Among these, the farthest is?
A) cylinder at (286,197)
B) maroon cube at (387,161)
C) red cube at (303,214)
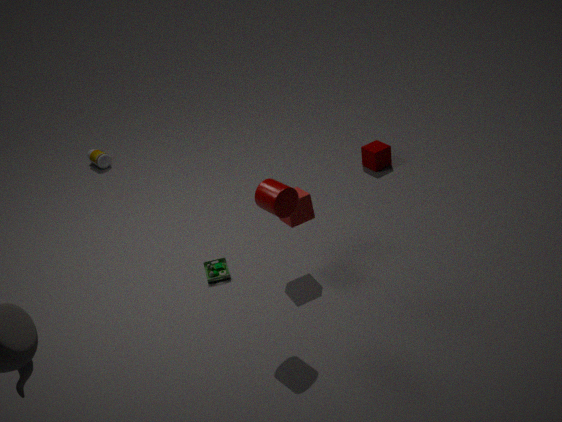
maroon cube at (387,161)
